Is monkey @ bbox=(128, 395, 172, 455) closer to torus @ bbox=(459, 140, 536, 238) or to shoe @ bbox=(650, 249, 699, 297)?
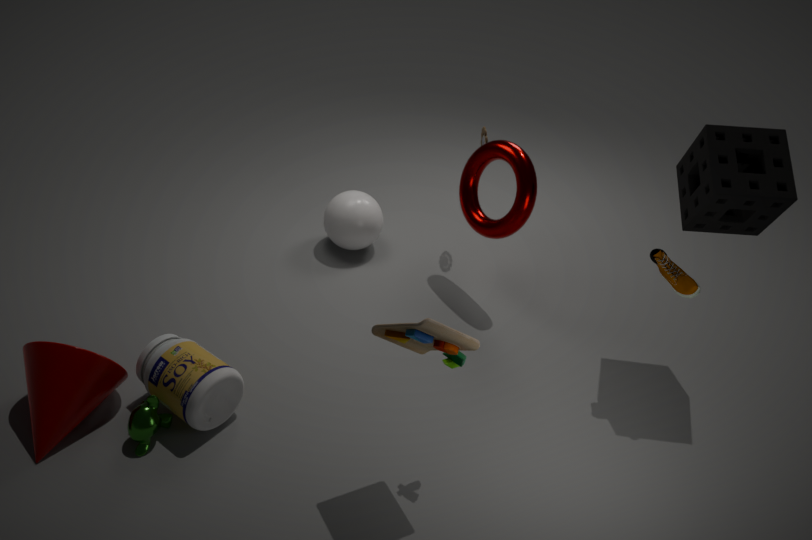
torus @ bbox=(459, 140, 536, 238)
